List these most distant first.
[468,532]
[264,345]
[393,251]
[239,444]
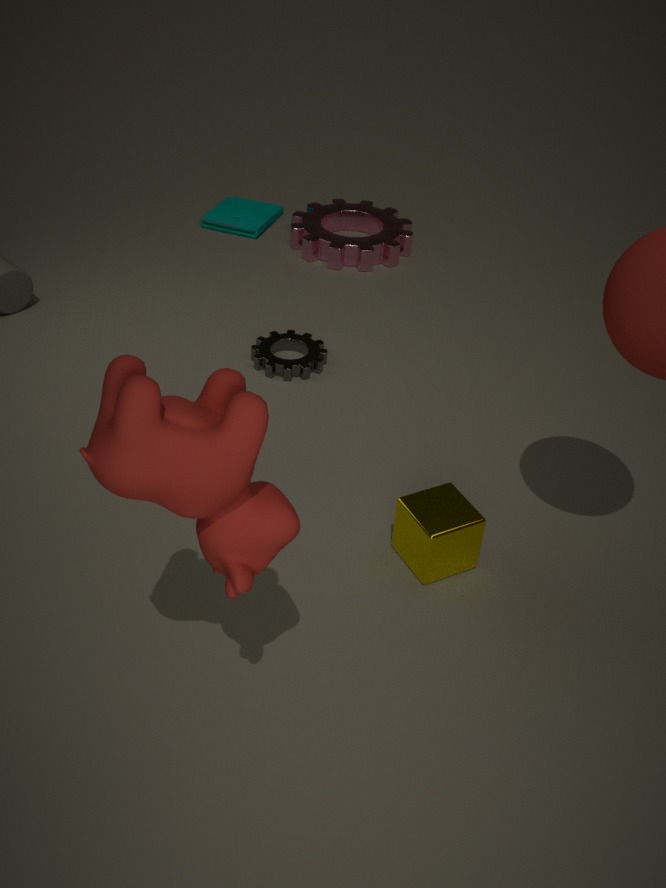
1. [393,251]
2. [264,345]
3. [468,532]
4. [239,444]
